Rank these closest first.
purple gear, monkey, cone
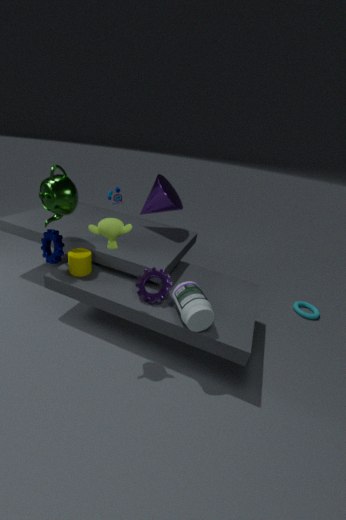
monkey, purple gear, cone
